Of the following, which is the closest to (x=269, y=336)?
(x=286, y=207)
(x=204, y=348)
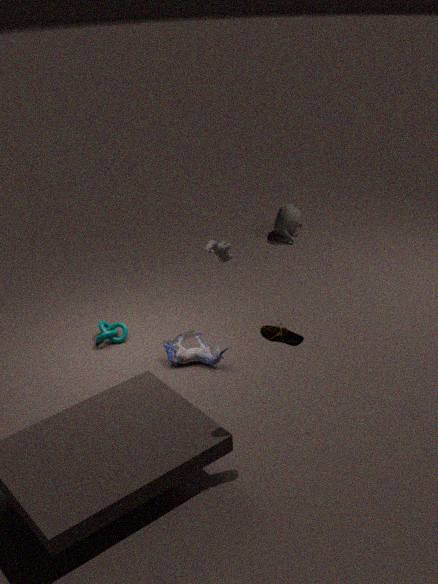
(x=204, y=348)
